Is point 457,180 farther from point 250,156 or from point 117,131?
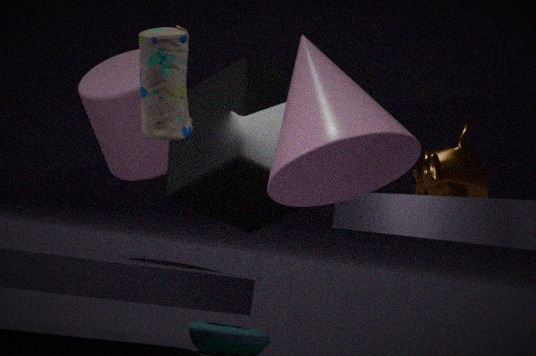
point 250,156
